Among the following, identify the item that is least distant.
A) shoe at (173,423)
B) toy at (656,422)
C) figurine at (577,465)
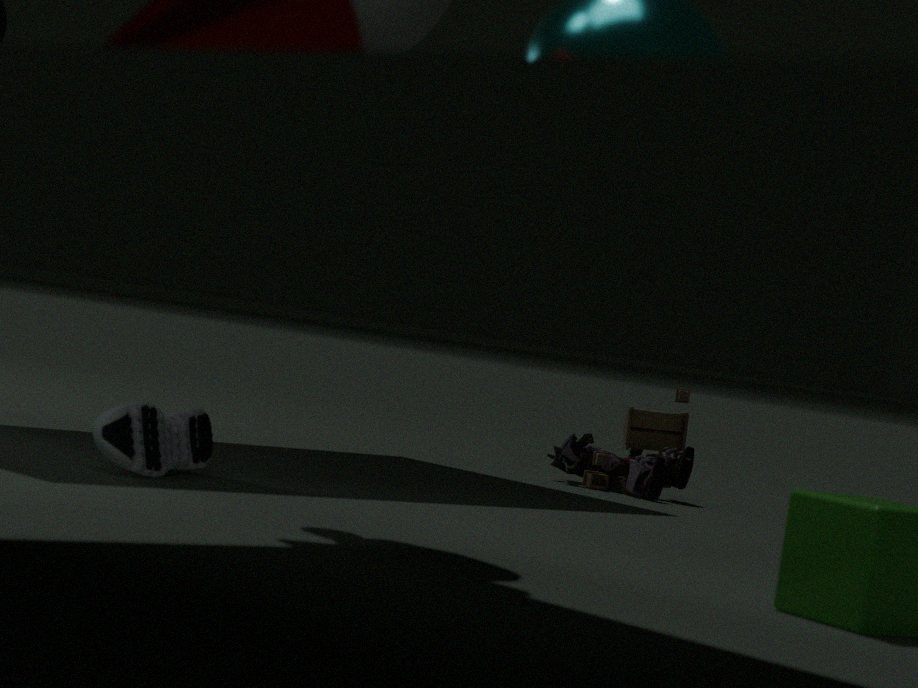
shoe at (173,423)
